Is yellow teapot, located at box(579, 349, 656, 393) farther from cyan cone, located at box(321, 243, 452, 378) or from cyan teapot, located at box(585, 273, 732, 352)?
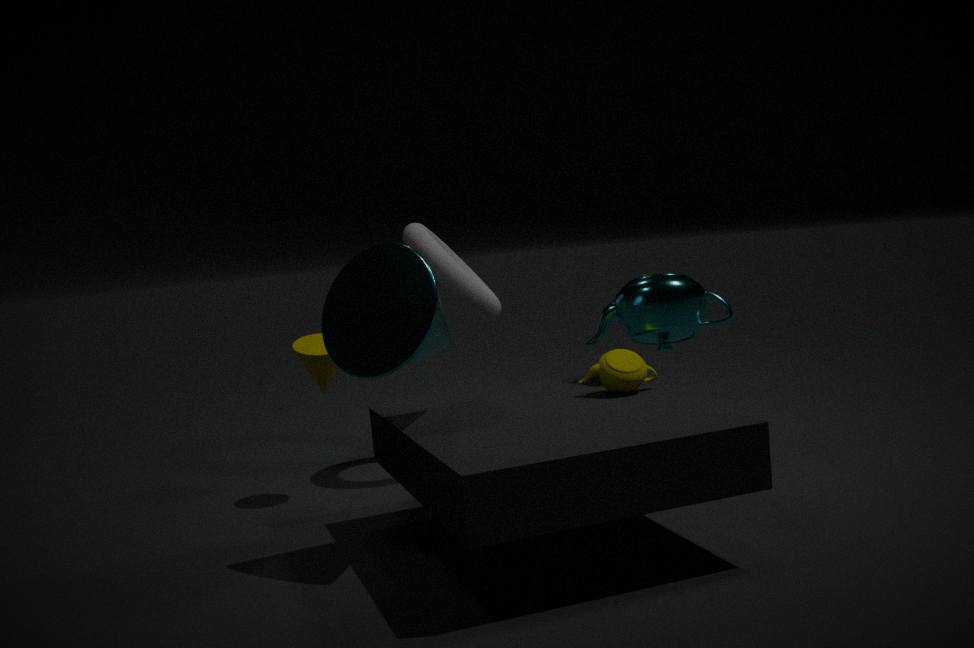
cyan cone, located at box(321, 243, 452, 378)
